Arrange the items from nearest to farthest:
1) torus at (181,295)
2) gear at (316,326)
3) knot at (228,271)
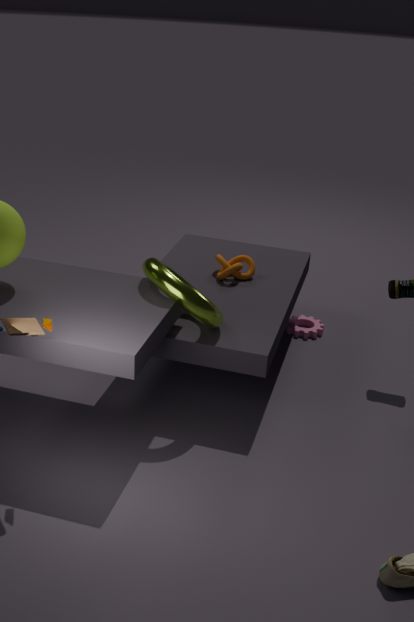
1. torus at (181,295), 3. knot at (228,271), 2. gear at (316,326)
